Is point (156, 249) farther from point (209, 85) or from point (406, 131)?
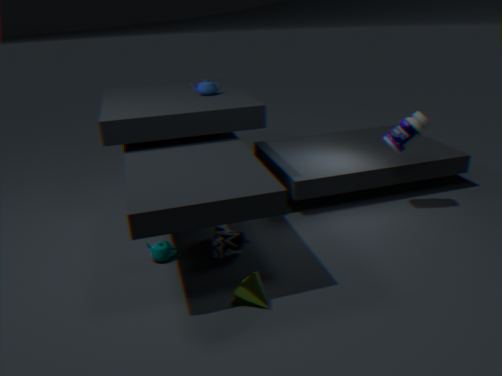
point (406, 131)
